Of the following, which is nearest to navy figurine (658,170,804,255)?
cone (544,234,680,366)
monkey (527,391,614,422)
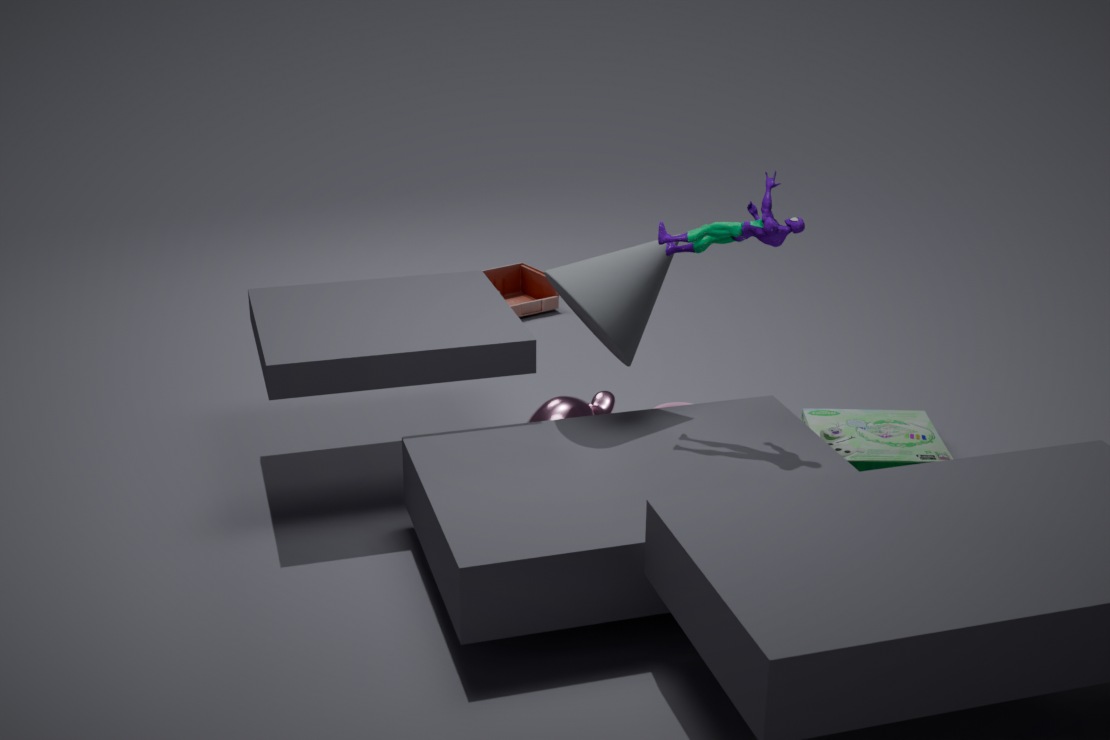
cone (544,234,680,366)
